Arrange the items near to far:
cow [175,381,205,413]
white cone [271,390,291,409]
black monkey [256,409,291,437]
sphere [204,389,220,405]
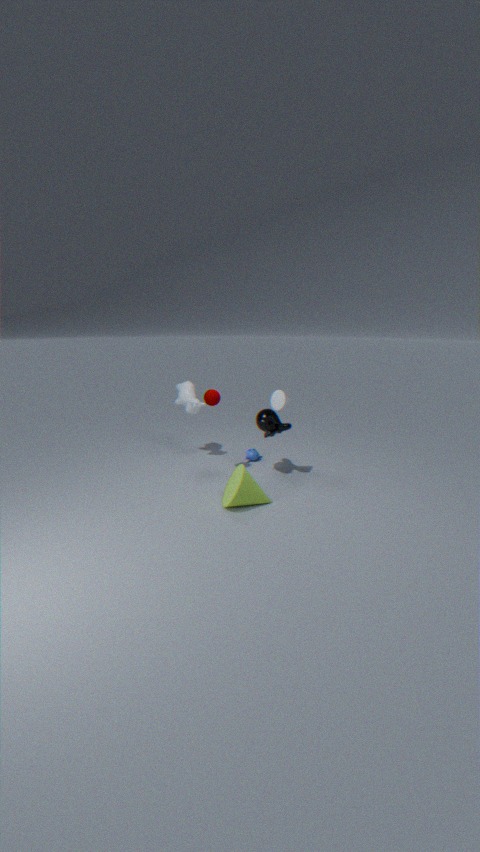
white cone [271,390,291,409], sphere [204,389,220,405], black monkey [256,409,291,437], cow [175,381,205,413]
